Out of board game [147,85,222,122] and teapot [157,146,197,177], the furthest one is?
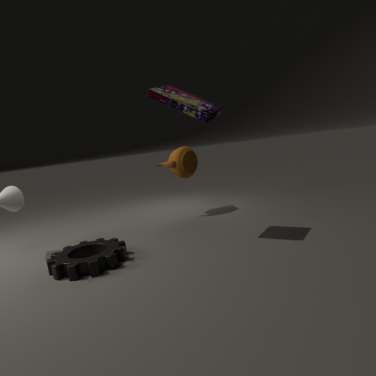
teapot [157,146,197,177]
